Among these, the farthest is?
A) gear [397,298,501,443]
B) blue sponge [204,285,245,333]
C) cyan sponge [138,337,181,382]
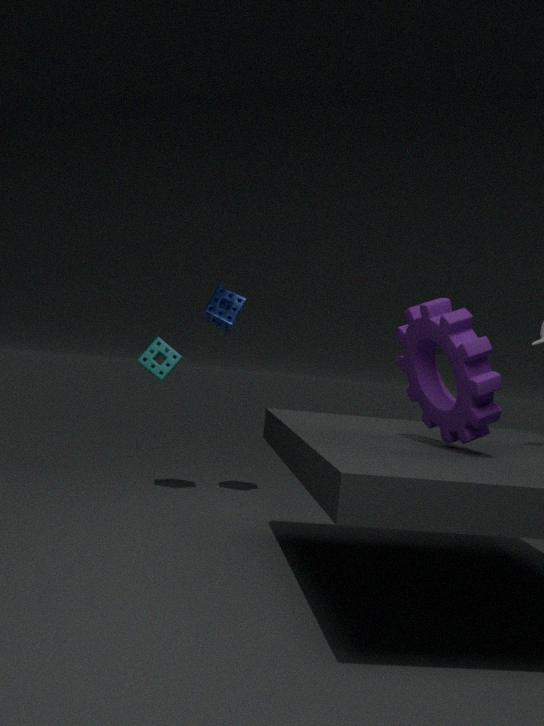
cyan sponge [138,337,181,382]
